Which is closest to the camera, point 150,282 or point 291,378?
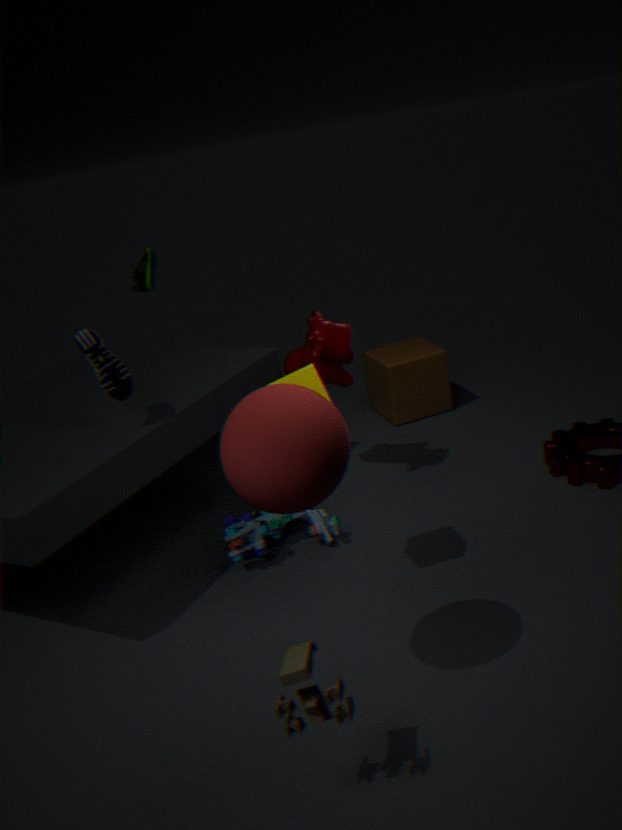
point 291,378
